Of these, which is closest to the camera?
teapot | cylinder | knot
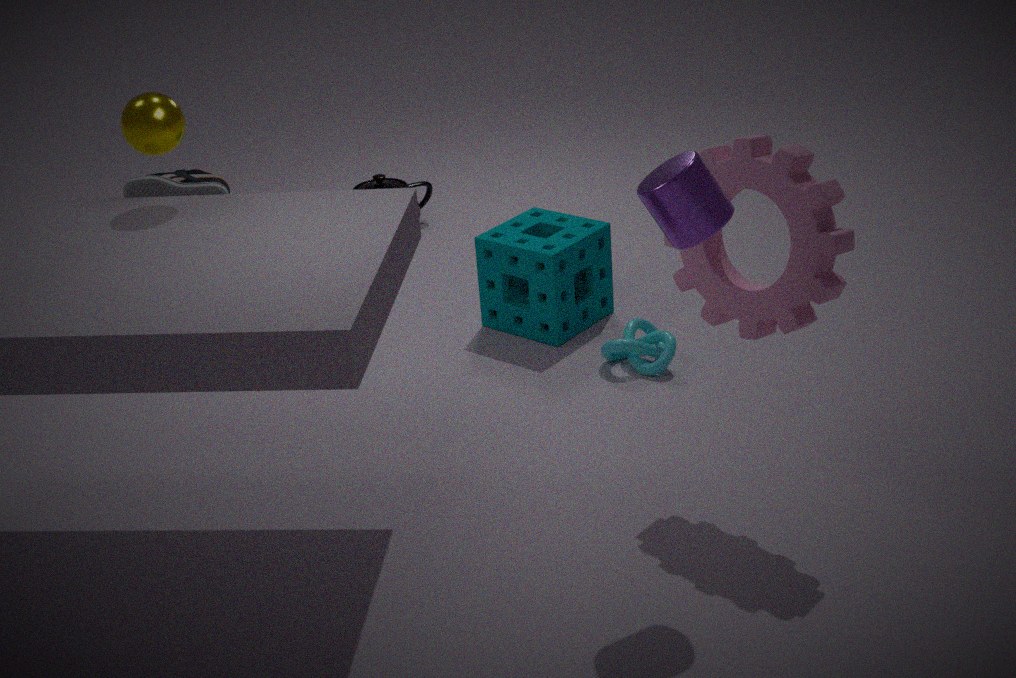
cylinder
